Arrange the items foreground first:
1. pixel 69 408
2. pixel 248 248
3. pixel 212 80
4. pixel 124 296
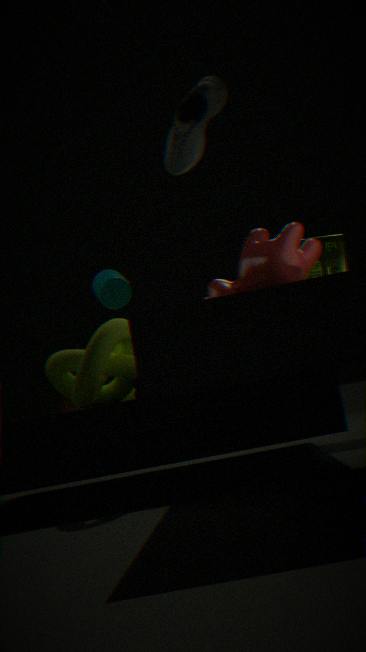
pixel 212 80 → pixel 248 248 → pixel 69 408 → pixel 124 296
